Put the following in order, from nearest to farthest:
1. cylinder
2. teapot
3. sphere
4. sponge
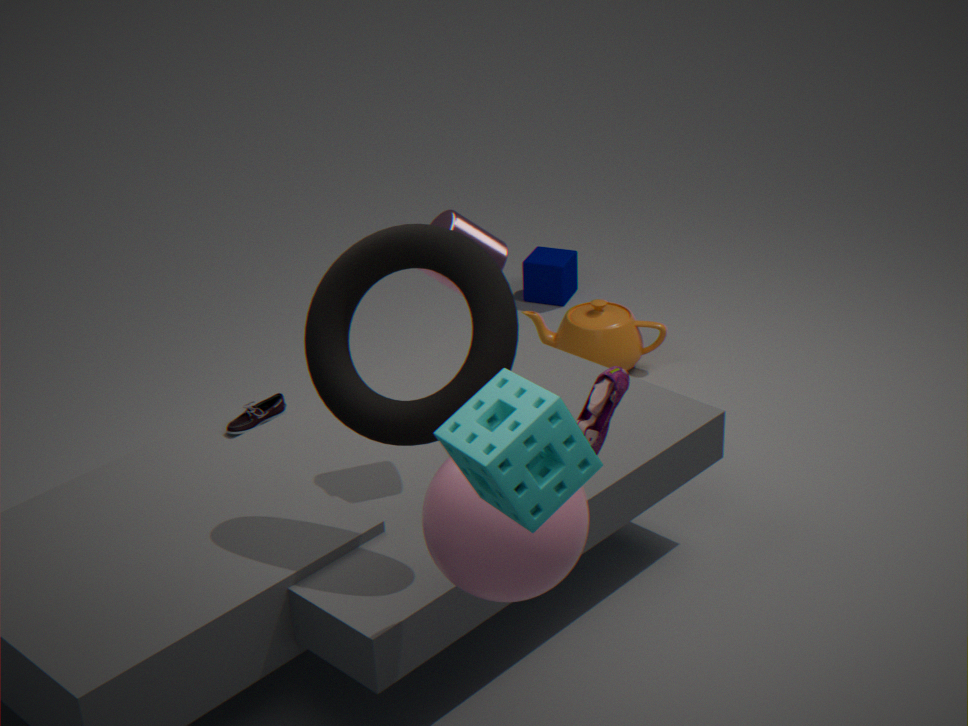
sponge
sphere
cylinder
teapot
